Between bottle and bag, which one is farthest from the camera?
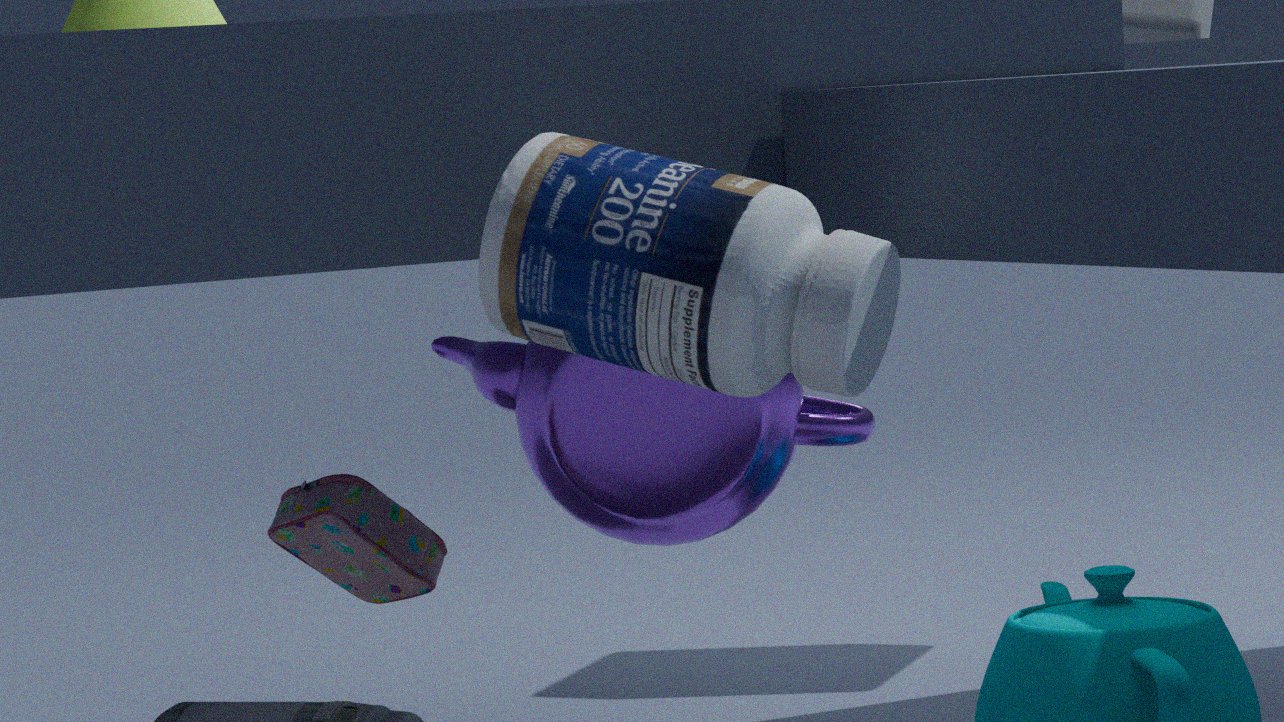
bag
